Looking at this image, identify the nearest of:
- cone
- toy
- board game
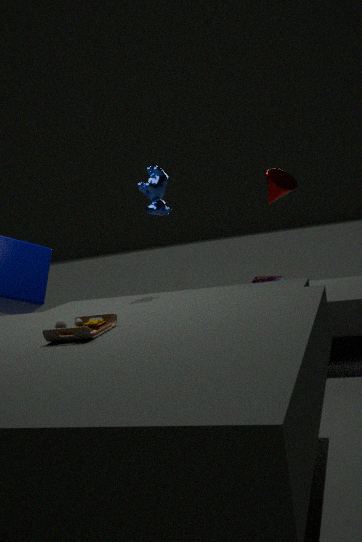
toy
